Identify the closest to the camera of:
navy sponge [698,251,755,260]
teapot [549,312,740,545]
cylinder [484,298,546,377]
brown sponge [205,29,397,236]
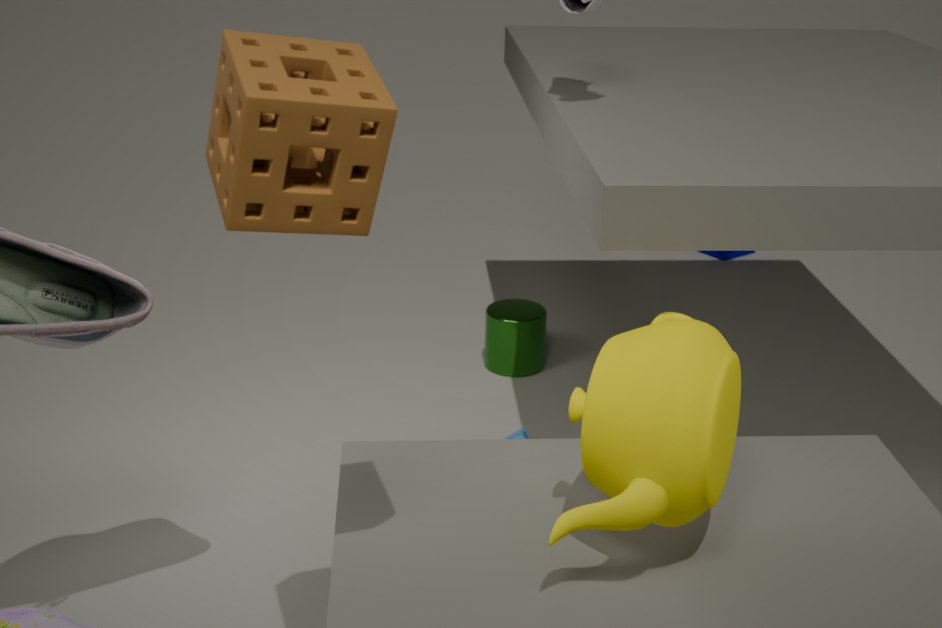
brown sponge [205,29,397,236]
